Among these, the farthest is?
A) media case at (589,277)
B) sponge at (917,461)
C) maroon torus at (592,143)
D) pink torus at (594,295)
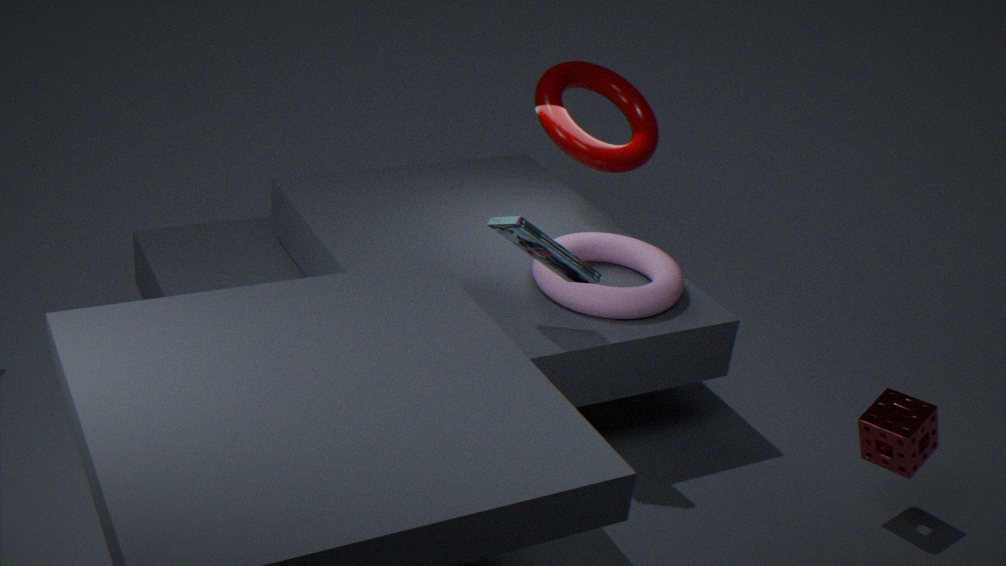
maroon torus at (592,143)
